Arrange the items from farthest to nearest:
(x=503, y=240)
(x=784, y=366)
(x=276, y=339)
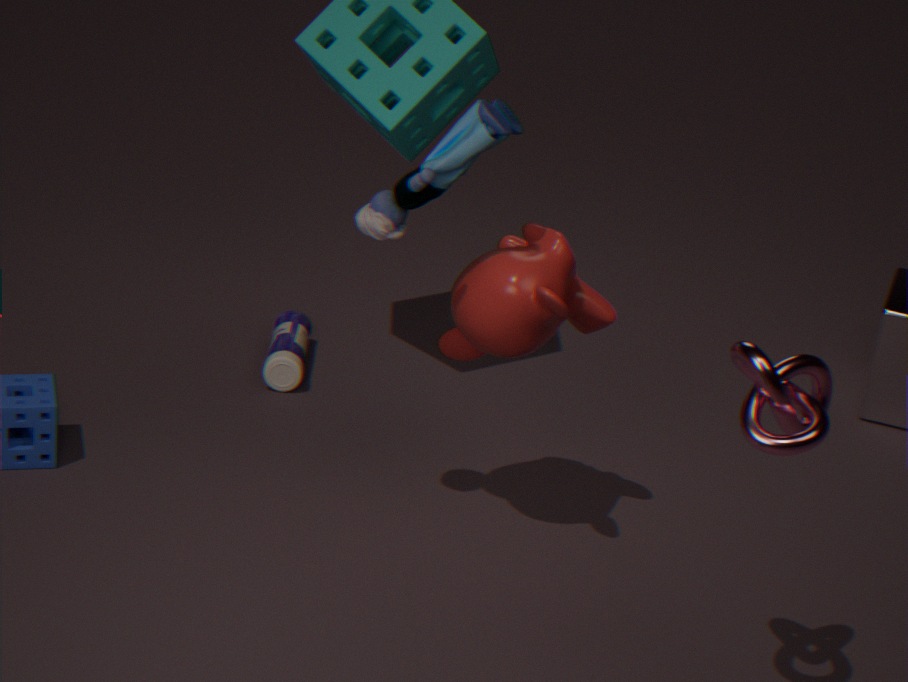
(x=276, y=339), (x=503, y=240), (x=784, y=366)
